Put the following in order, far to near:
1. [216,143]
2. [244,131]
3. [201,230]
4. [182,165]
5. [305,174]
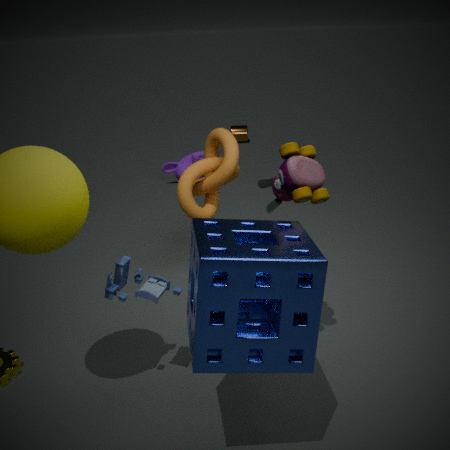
[244,131]
[182,165]
[216,143]
[305,174]
[201,230]
